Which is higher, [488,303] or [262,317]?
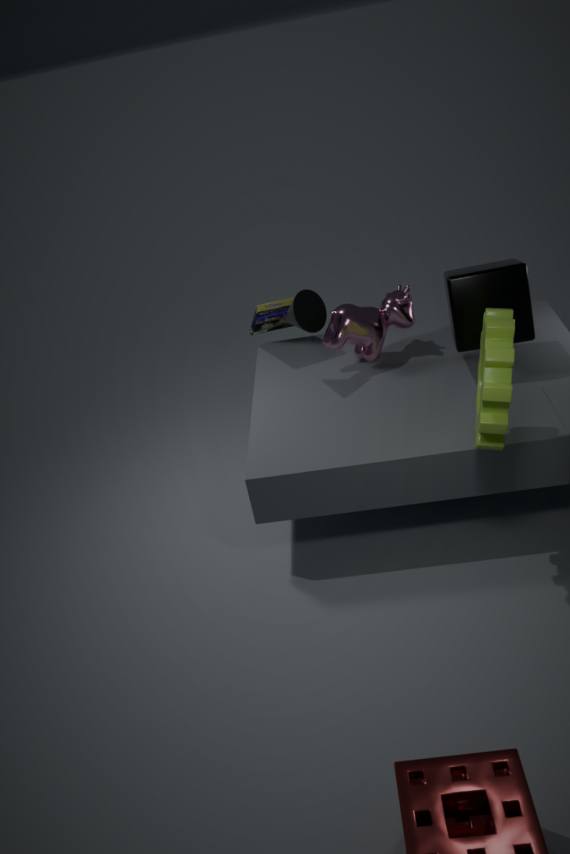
[488,303]
